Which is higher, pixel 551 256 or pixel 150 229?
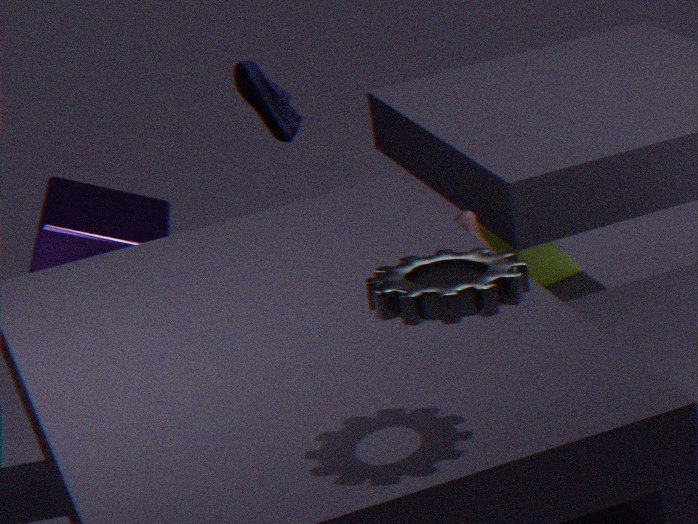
pixel 150 229
